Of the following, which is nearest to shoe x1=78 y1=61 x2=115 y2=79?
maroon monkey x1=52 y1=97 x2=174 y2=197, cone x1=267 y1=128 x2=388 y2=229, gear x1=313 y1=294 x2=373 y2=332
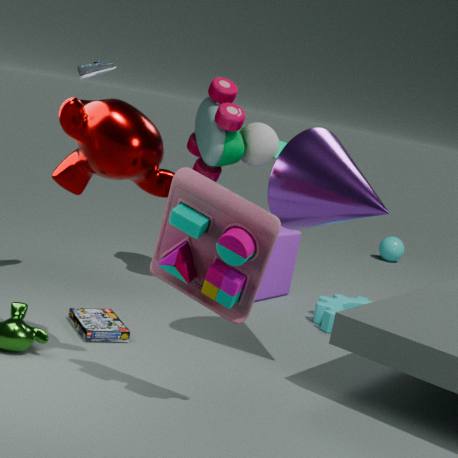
maroon monkey x1=52 y1=97 x2=174 y2=197
